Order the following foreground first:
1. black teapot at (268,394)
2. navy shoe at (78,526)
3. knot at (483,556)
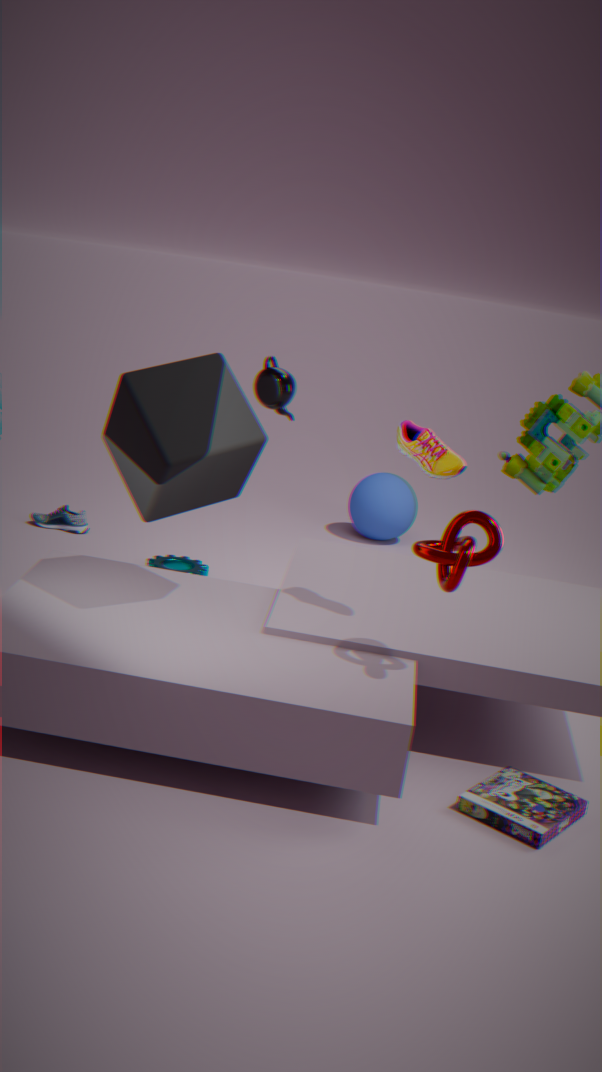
1. knot at (483,556)
2. black teapot at (268,394)
3. navy shoe at (78,526)
